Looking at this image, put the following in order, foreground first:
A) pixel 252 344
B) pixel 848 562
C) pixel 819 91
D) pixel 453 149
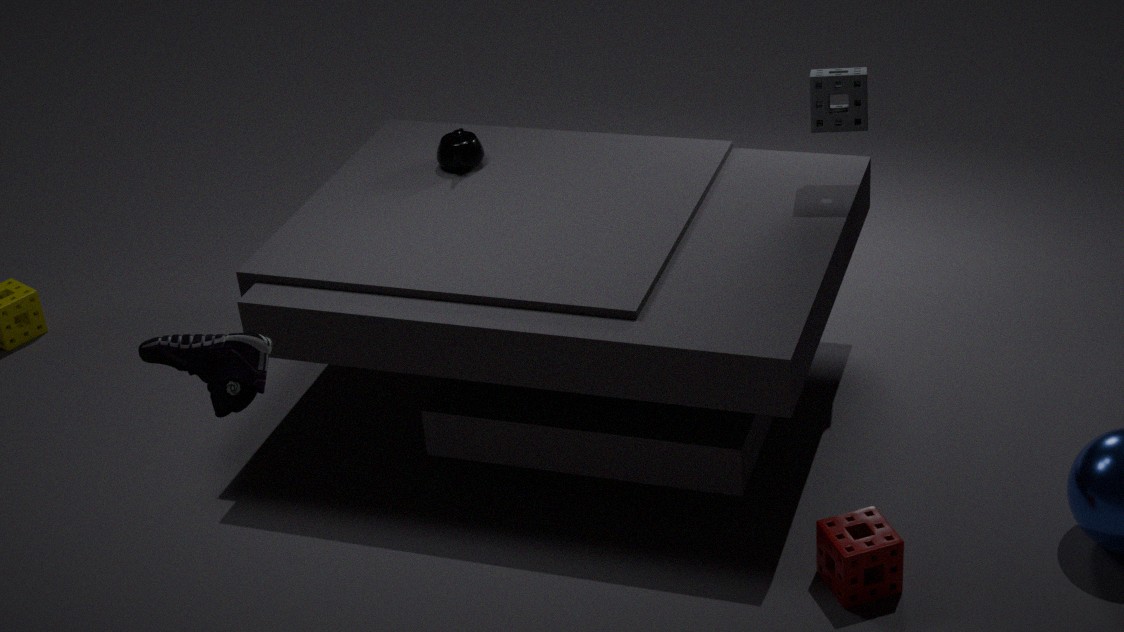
pixel 252 344, pixel 848 562, pixel 819 91, pixel 453 149
